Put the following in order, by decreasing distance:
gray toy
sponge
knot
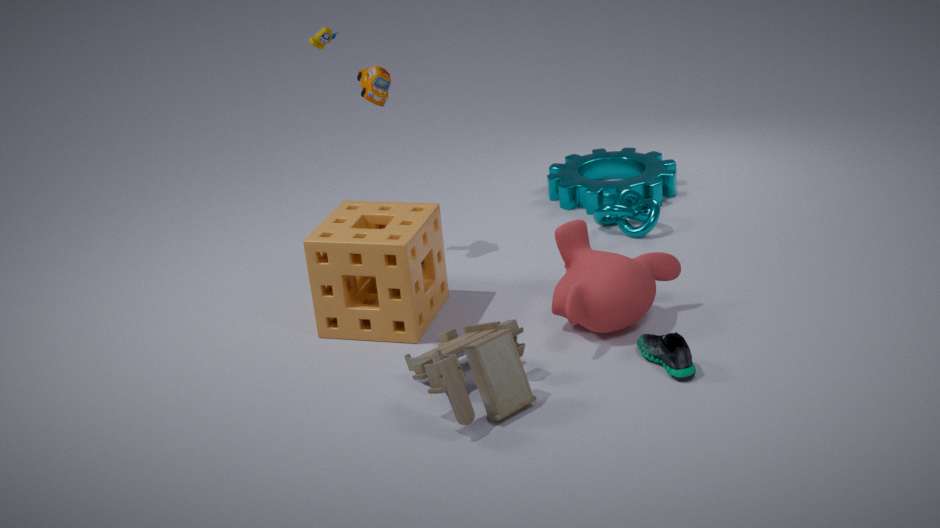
→ knot, sponge, gray toy
